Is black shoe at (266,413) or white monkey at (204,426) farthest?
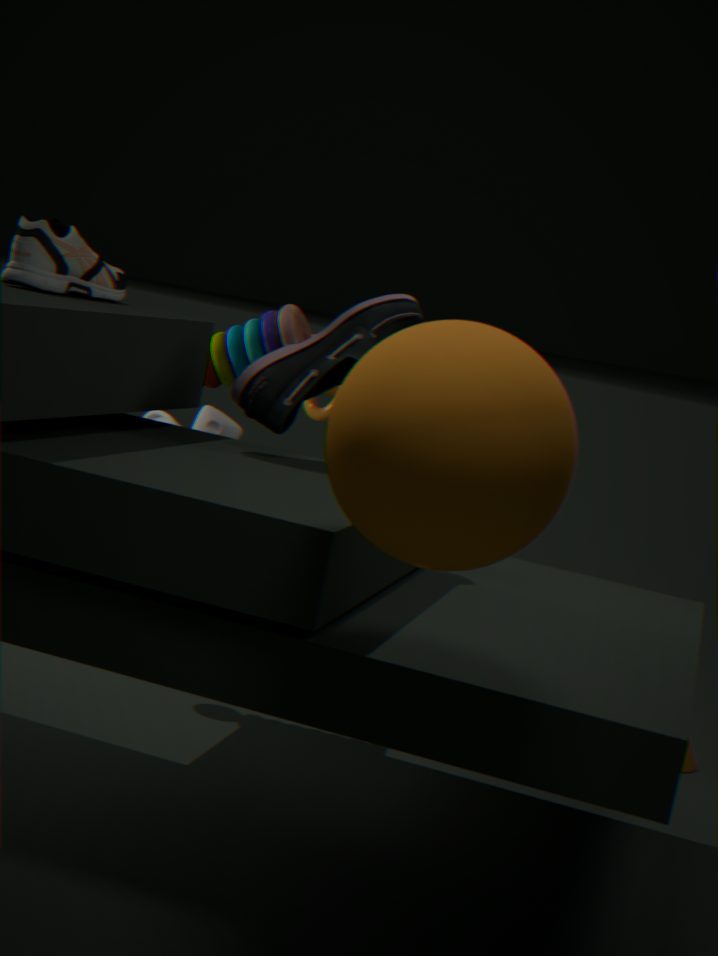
white monkey at (204,426)
